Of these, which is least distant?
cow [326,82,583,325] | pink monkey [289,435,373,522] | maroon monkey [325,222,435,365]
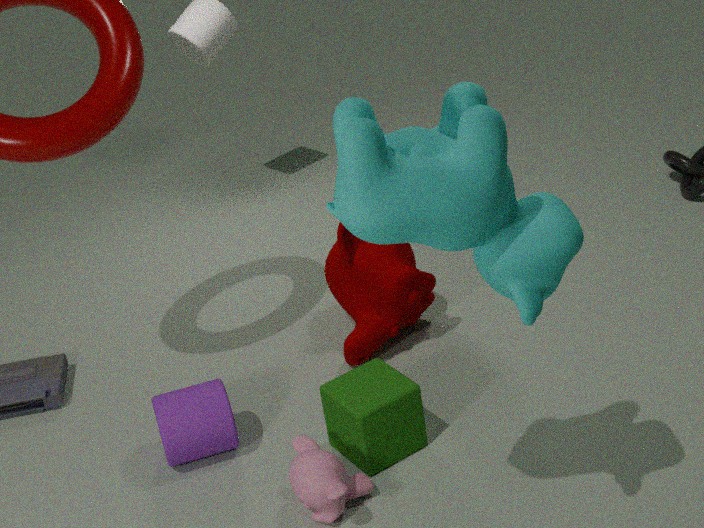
cow [326,82,583,325]
